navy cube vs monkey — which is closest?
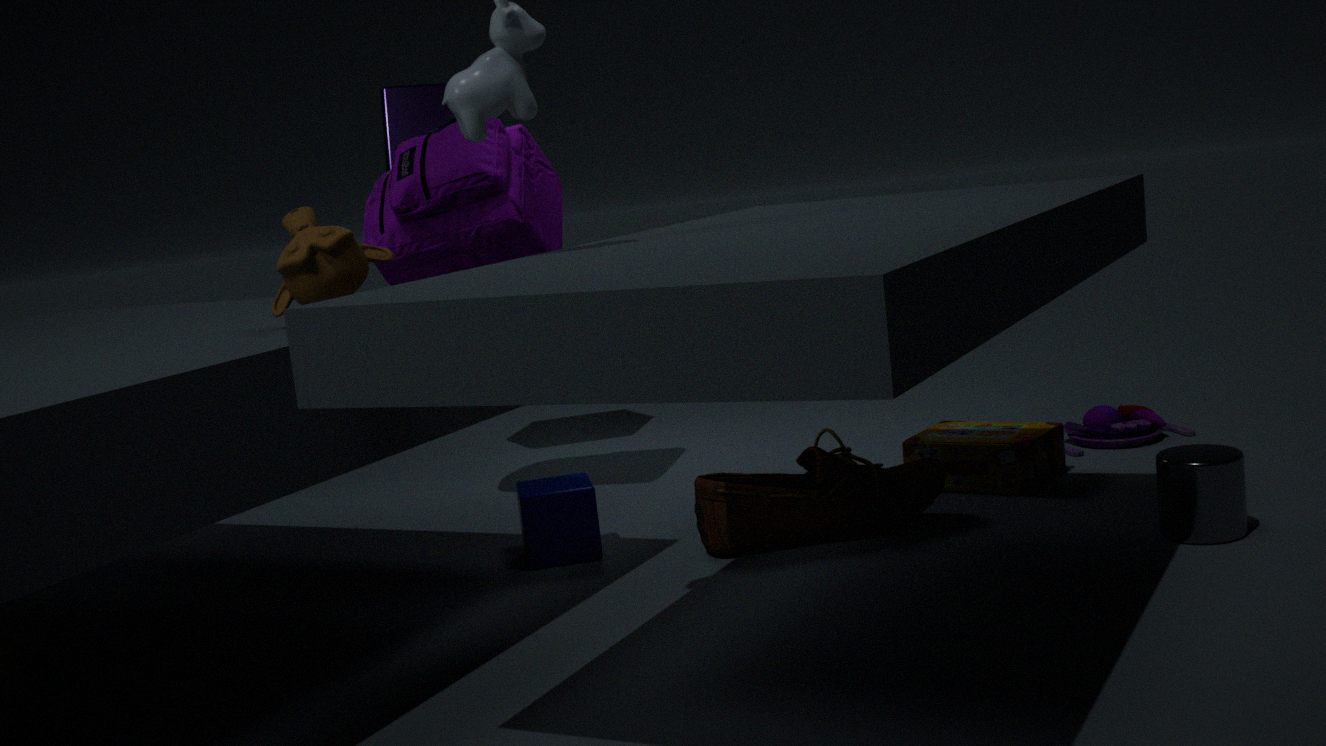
monkey
